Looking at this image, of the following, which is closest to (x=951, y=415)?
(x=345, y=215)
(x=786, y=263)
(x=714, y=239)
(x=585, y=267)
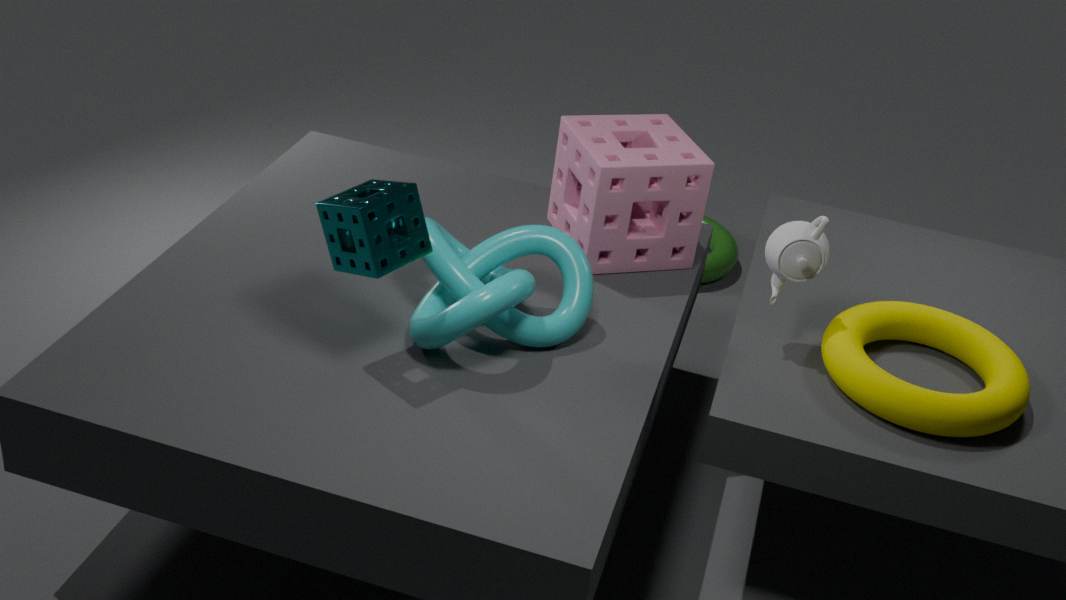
(x=786, y=263)
